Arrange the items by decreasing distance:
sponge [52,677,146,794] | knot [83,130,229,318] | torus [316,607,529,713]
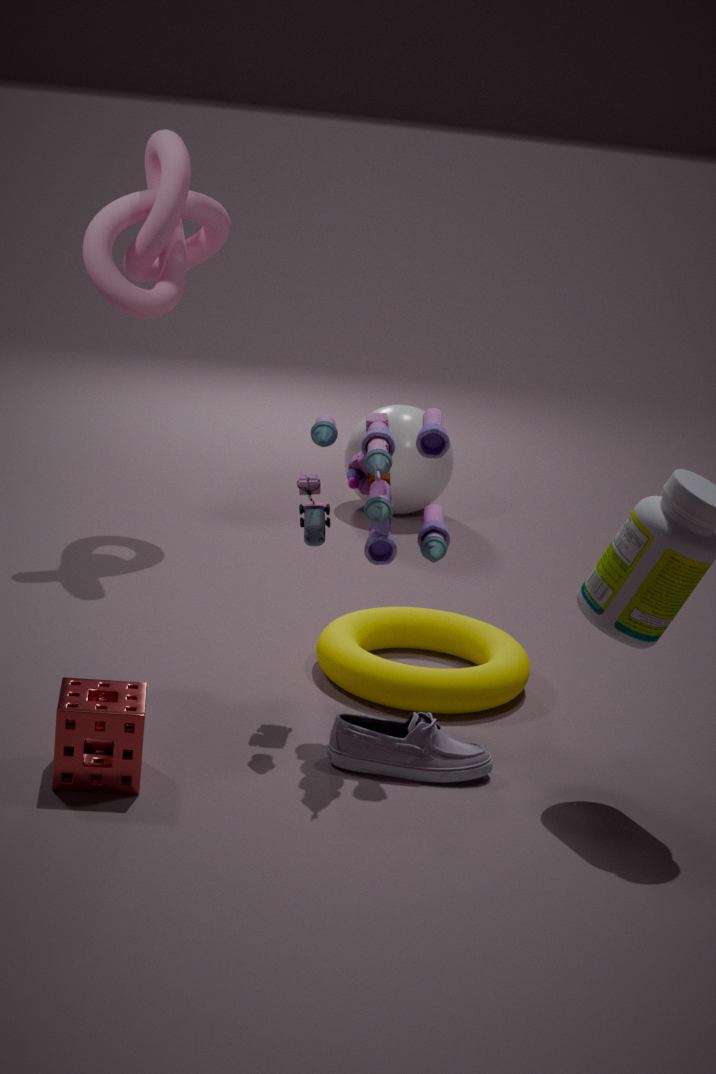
knot [83,130,229,318], torus [316,607,529,713], sponge [52,677,146,794]
